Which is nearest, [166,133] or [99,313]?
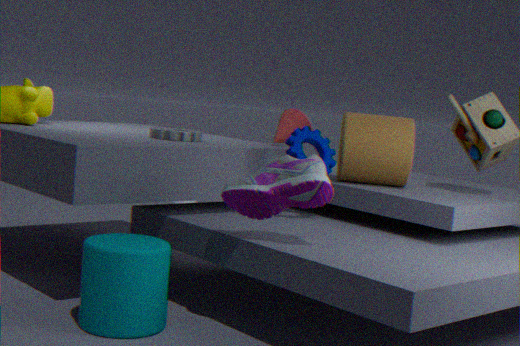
[99,313]
